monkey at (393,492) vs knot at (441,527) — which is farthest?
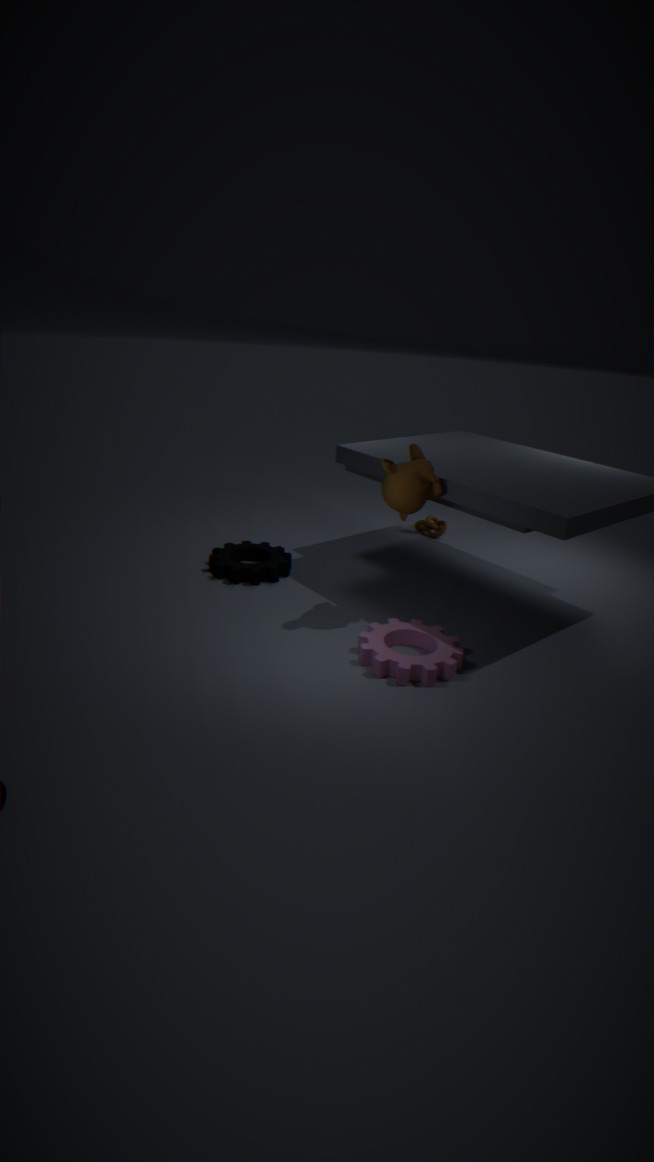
knot at (441,527)
